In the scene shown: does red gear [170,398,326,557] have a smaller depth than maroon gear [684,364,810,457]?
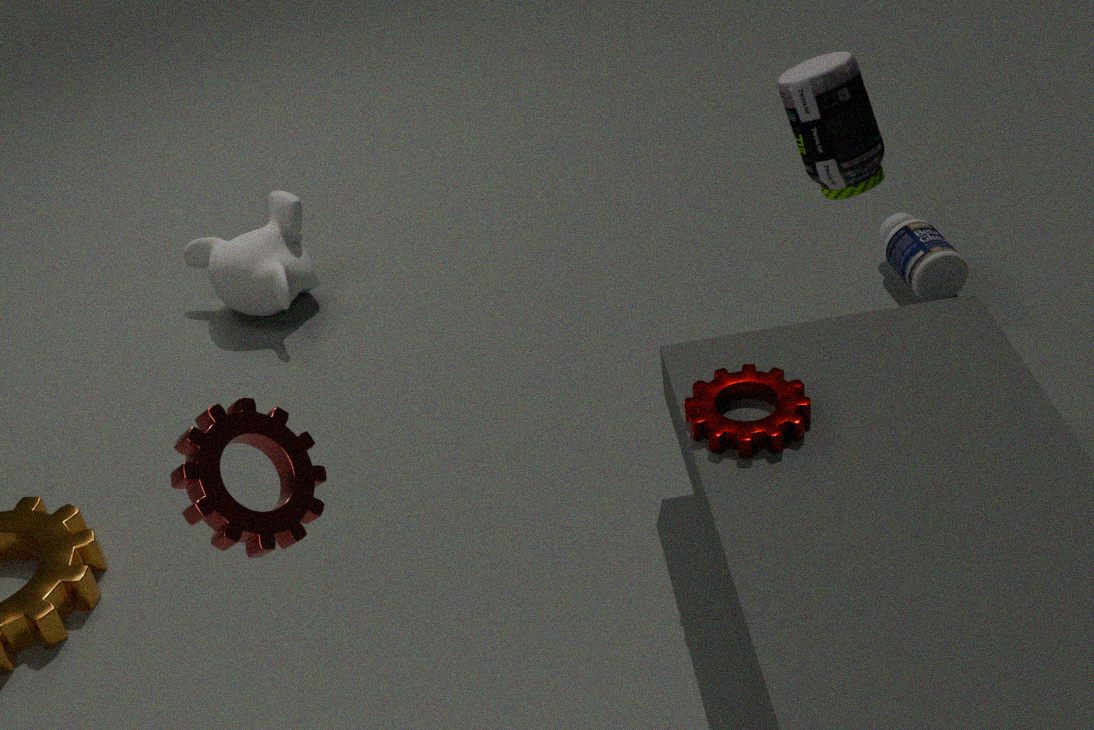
Yes
